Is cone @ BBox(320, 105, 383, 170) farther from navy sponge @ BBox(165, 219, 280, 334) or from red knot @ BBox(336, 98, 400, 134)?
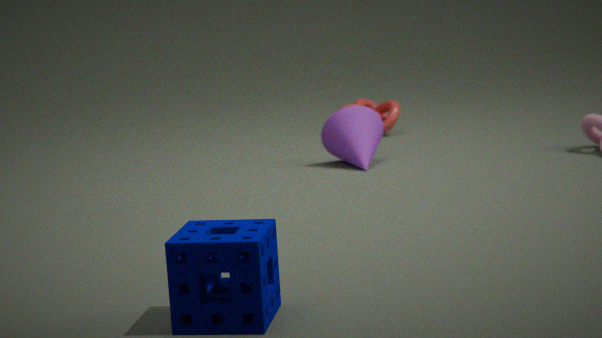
navy sponge @ BBox(165, 219, 280, 334)
